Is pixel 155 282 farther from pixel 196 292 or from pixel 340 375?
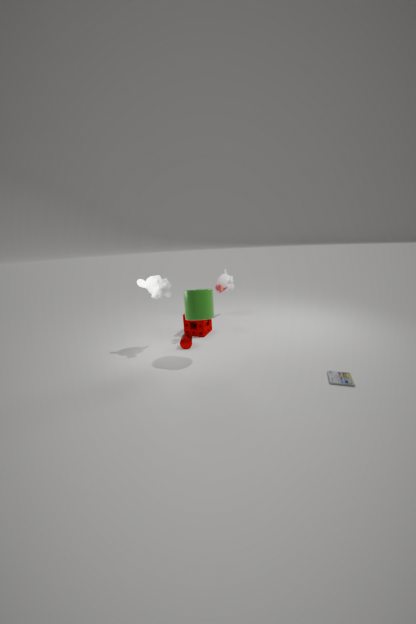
pixel 340 375
